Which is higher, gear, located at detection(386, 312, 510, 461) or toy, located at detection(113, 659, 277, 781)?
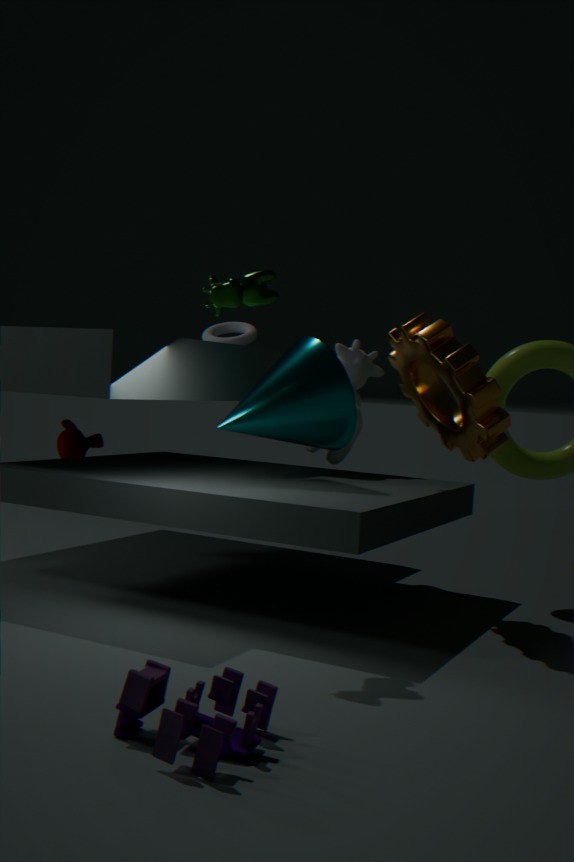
gear, located at detection(386, 312, 510, 461)
